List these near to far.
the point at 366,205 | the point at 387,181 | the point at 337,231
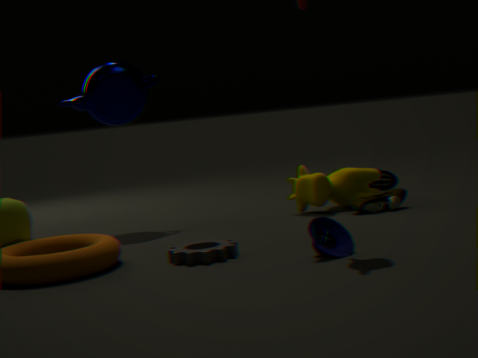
the point at 337,231, the point at 366,205, the point at 387,181
